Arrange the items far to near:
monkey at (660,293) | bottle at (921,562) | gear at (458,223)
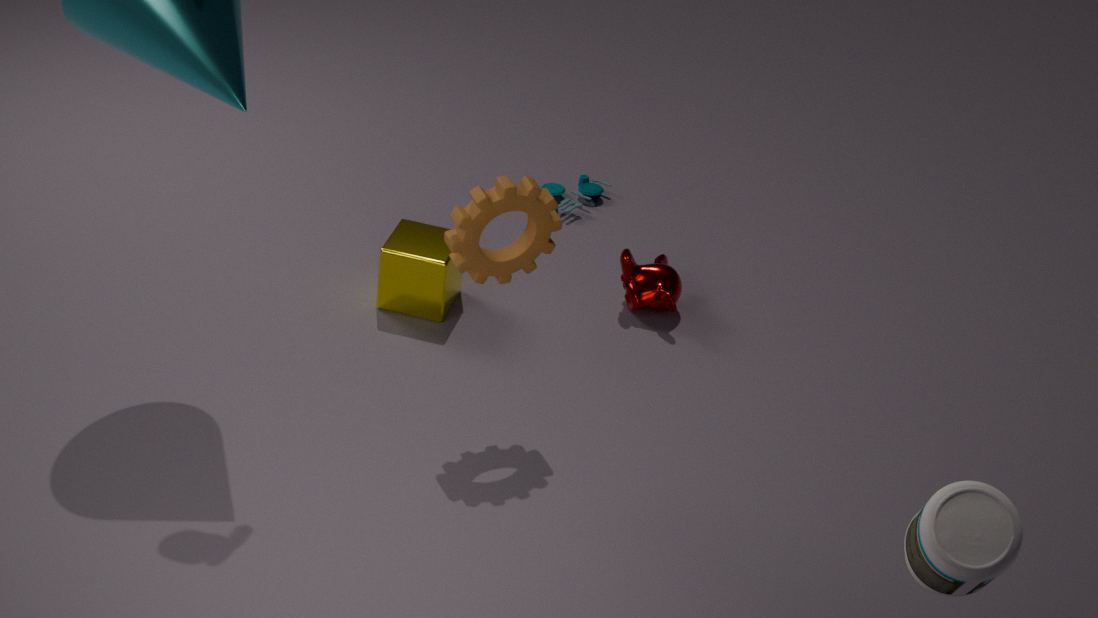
monkey at (660,293), gear at (458,223), bottle at (921,562)
